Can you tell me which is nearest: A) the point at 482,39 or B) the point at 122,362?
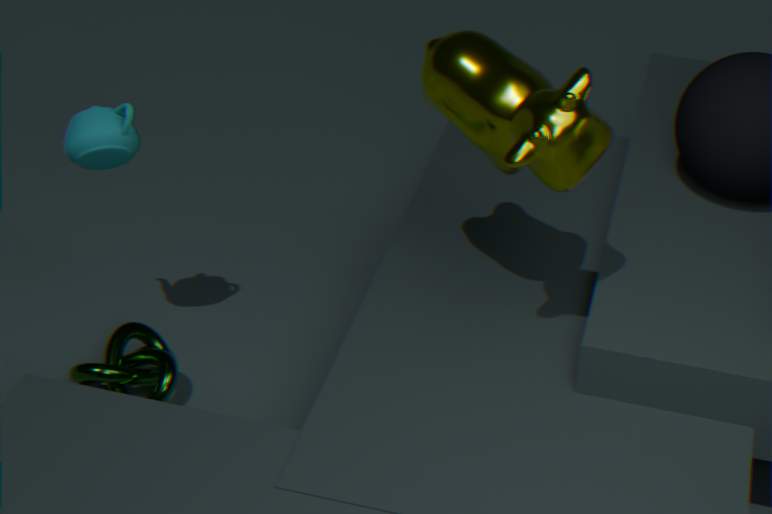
A. the point at 482,39
